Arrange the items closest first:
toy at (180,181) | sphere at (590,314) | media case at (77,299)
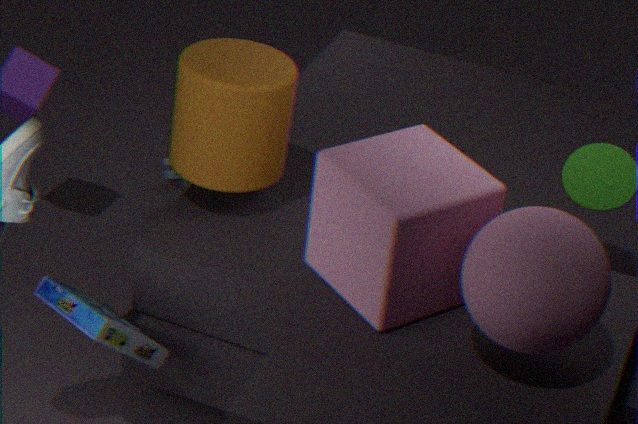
sphere at (590,314)
media case at (77,299)
toy at (180,181)
